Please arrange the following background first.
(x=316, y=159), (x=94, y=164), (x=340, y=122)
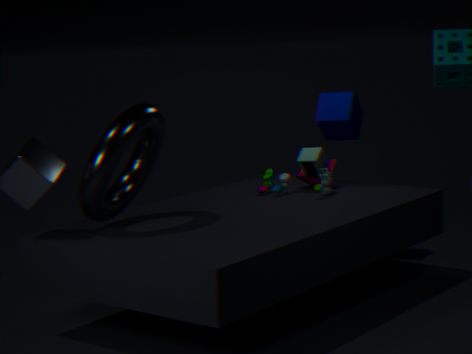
(x=340, y=122) → (x=316, y=159) → (x=94, y=164)
